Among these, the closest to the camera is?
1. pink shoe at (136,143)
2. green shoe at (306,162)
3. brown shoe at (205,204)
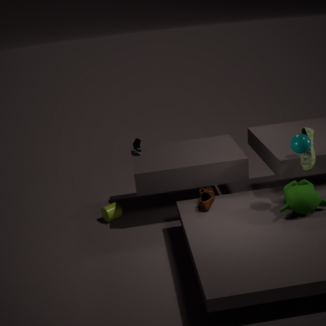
green shoe at (306,162)
